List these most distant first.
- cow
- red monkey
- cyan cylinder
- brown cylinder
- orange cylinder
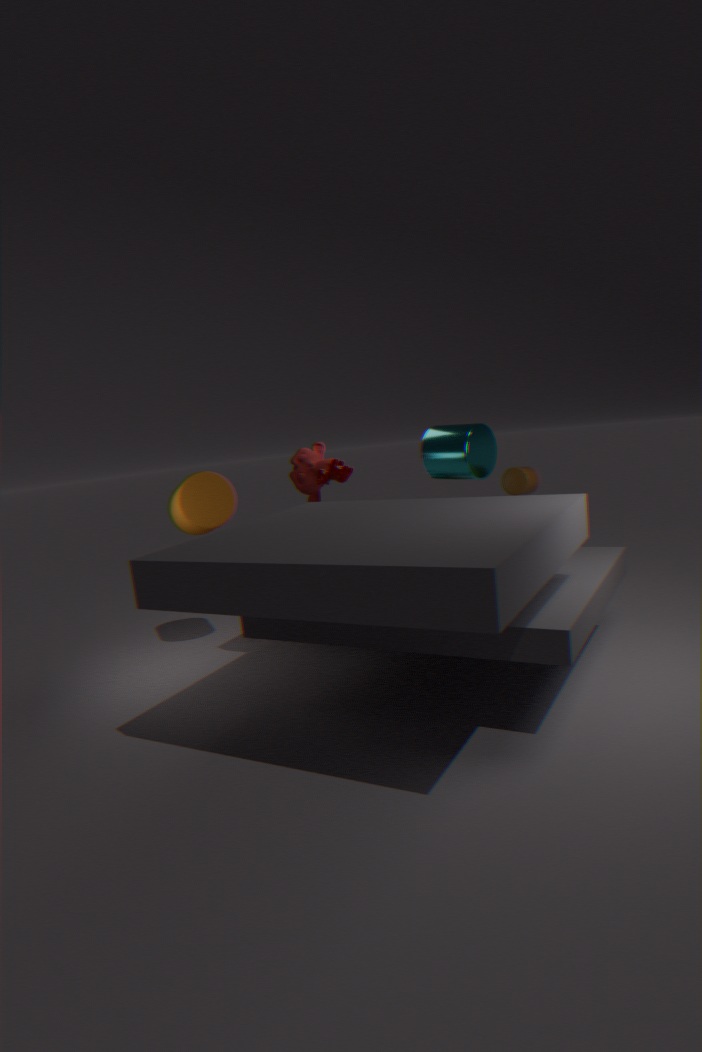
red monkey → cow → brown cylinder → cyan cylinder → orange cylinder
